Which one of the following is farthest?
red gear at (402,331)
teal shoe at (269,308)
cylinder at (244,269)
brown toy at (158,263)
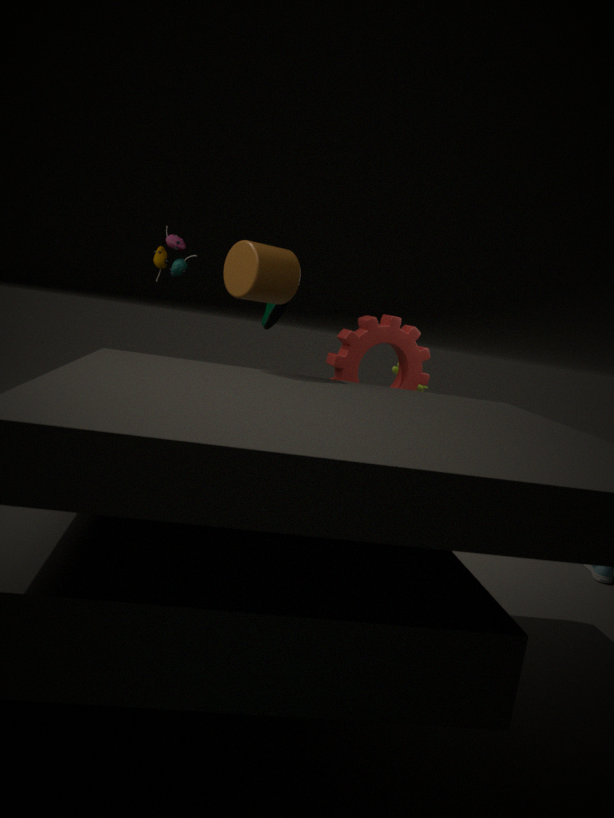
teal shoe at (269,308)
